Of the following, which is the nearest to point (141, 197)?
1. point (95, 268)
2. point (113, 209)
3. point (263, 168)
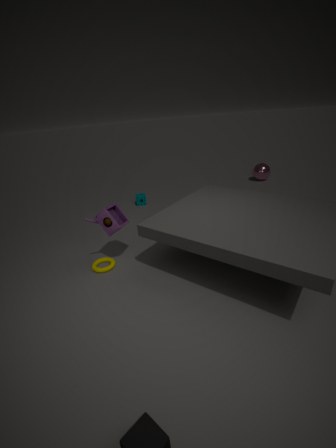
point (113, 209)
